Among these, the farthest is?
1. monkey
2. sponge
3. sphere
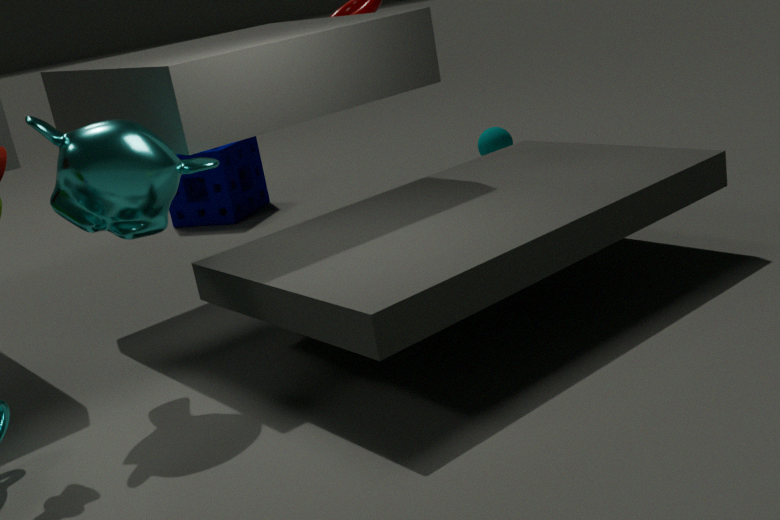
sphere
